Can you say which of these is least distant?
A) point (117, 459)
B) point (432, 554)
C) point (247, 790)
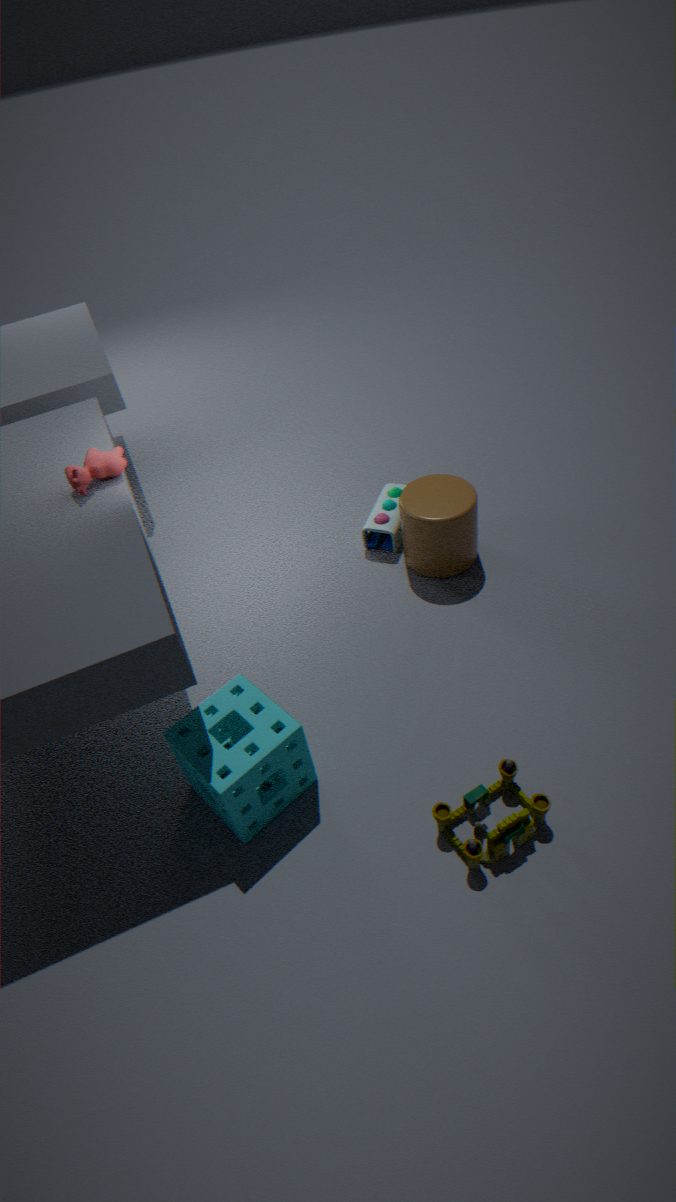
point (247, 790)
